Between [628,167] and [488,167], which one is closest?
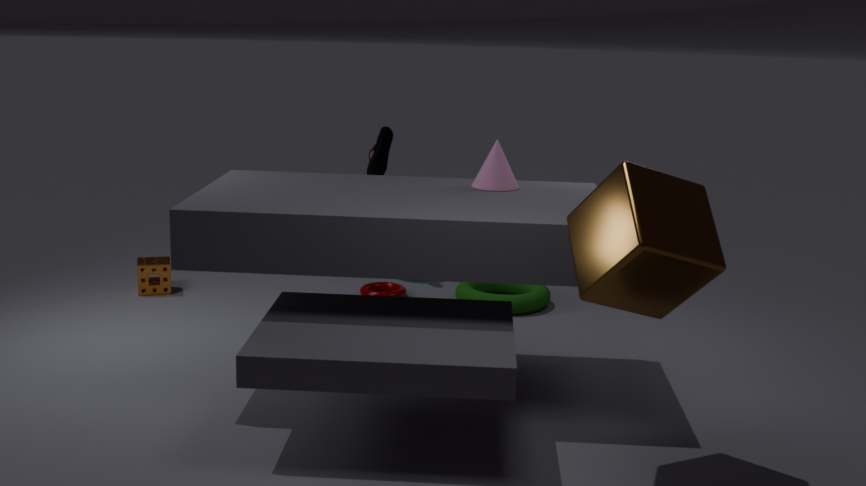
[628,167]
